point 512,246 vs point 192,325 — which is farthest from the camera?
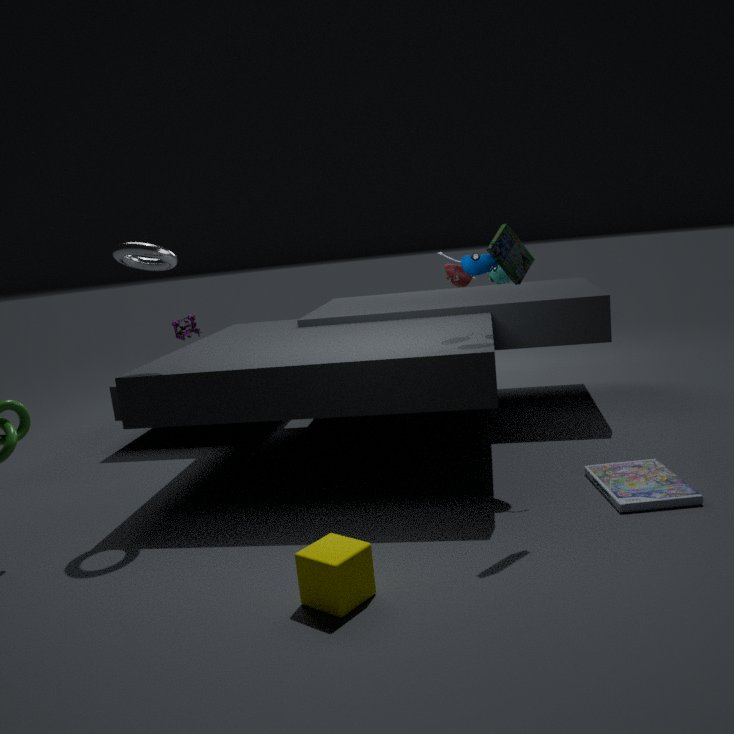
point 192,325
